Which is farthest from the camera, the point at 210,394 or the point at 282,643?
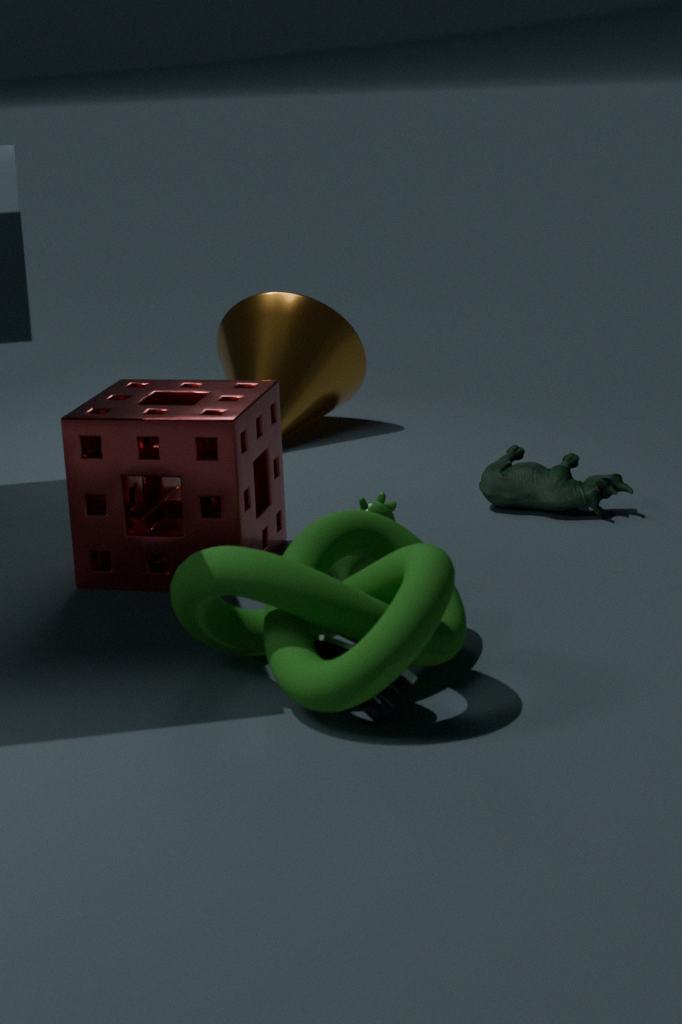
the point at 210,394
